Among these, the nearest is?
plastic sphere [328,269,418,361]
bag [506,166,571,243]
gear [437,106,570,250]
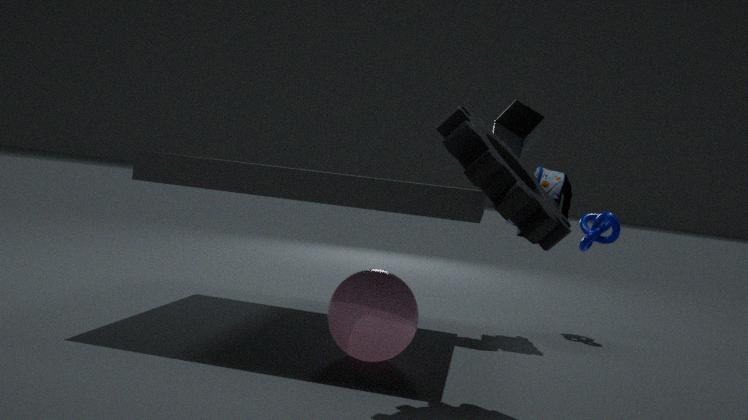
gear [437,106,570,250]
